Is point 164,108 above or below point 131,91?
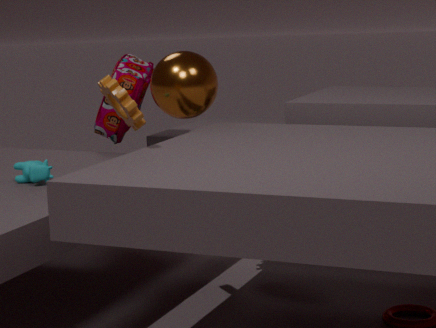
above
